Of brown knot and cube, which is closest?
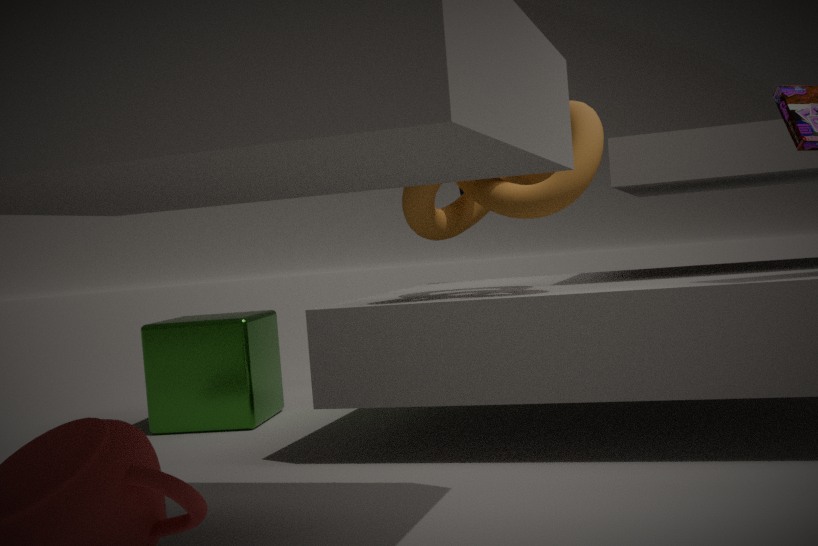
brown knot
